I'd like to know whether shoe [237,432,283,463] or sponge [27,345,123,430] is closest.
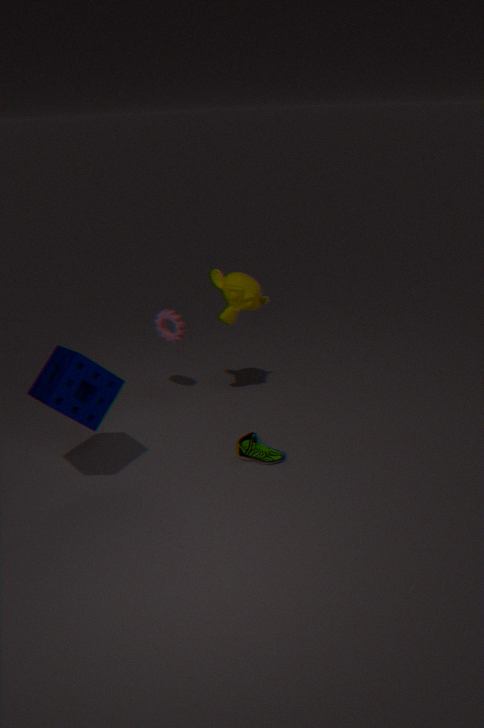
sponge [27,345,123,430]
